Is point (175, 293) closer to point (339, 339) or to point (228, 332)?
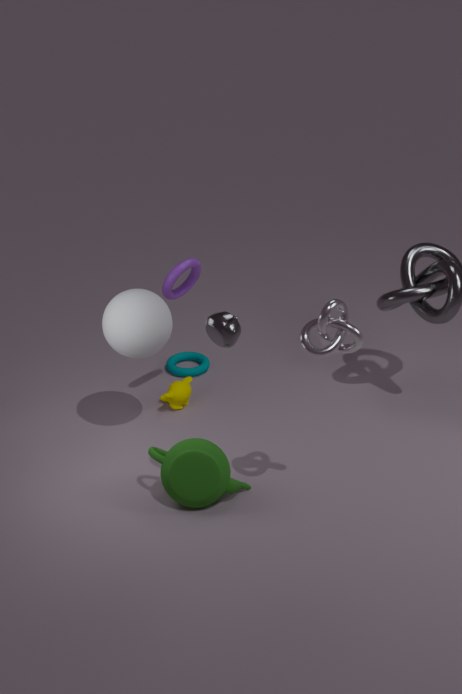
point (228, 332)
